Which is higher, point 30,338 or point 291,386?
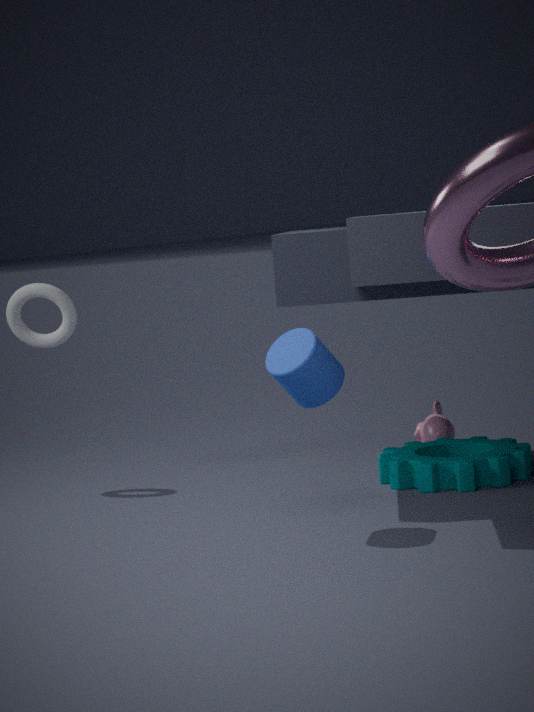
point 30,338
